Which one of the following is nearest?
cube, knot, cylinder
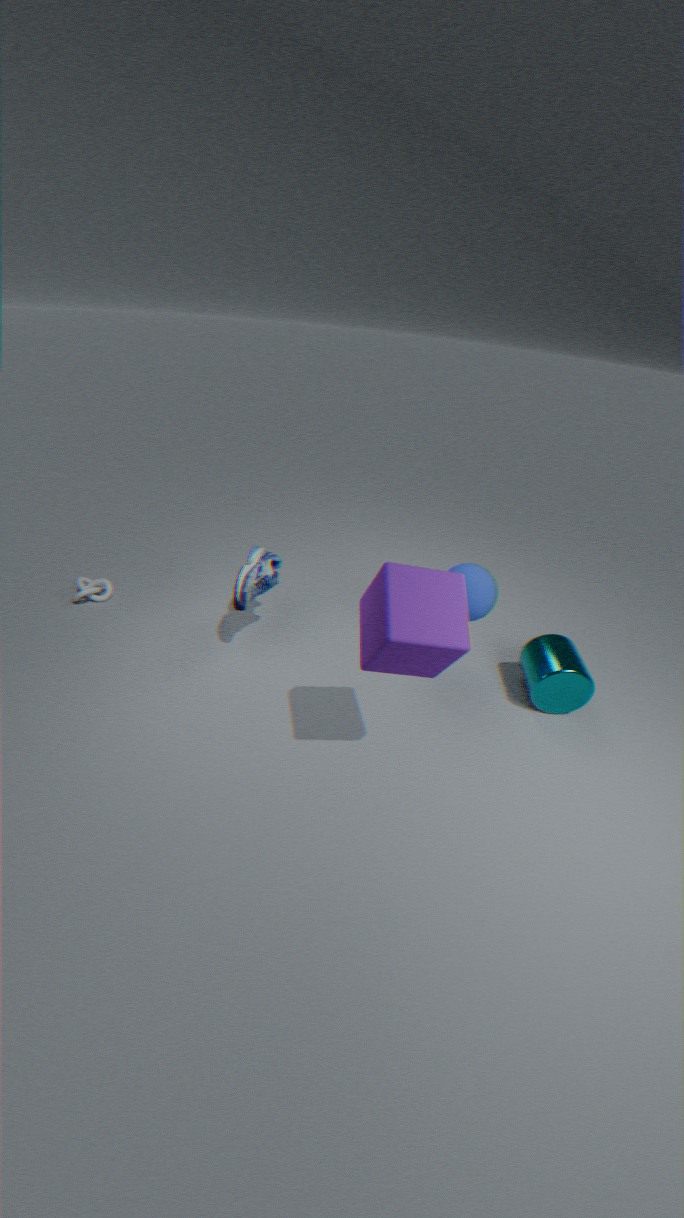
cube
